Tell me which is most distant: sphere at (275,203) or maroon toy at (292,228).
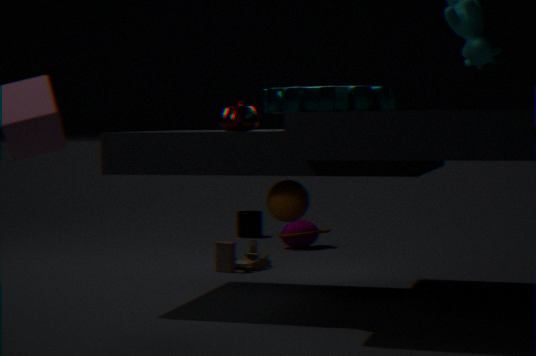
maroon toy at (292,228)
